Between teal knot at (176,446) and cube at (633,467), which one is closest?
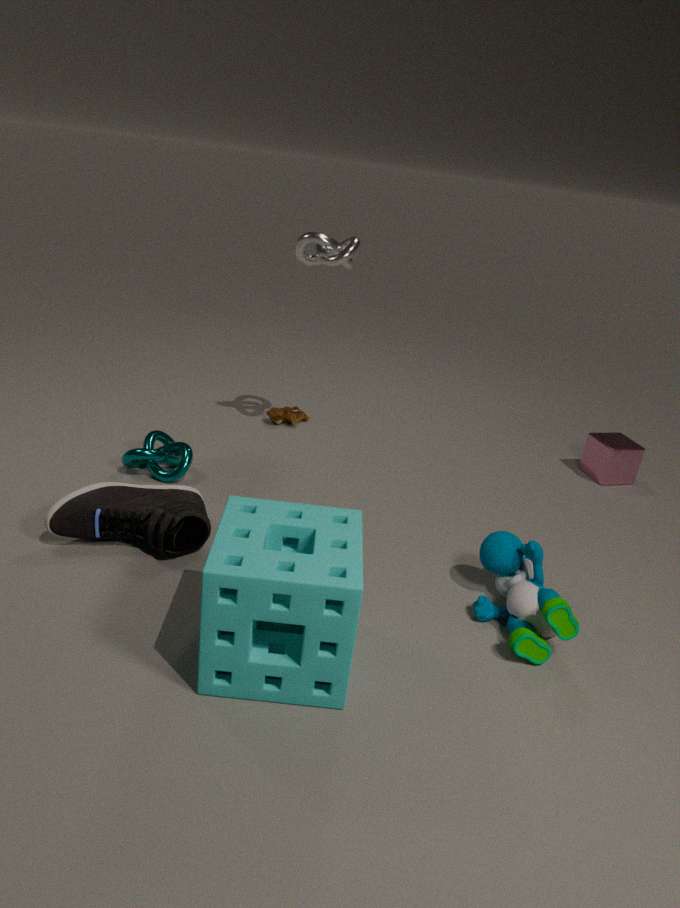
teal knot at (176,446)
